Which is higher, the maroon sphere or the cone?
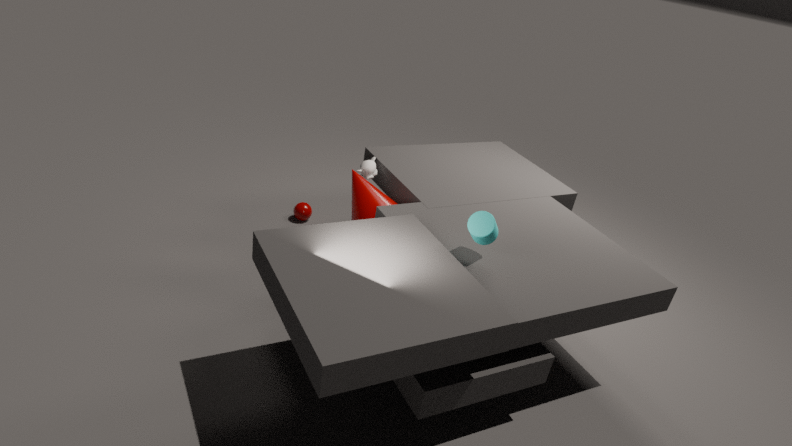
the cone
